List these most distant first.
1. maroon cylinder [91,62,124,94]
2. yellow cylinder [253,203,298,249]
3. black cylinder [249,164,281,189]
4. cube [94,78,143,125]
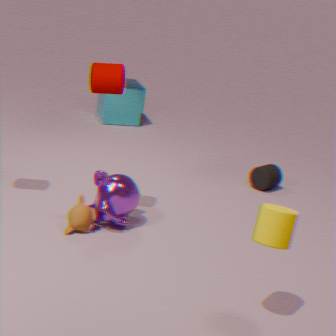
cube [94,78,143,125] < black cylinder [249,164,281,189] < maroon cylinder [91,62,124,94] < yellow cylinder [253,203,298,249]
